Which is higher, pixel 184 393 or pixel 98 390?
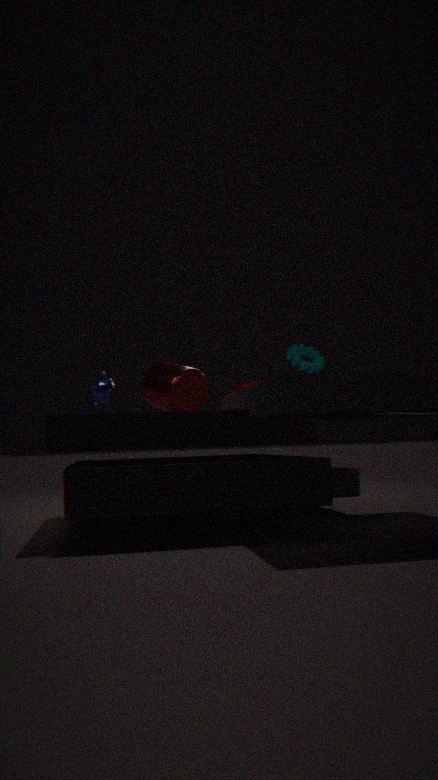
pixel 184 393
